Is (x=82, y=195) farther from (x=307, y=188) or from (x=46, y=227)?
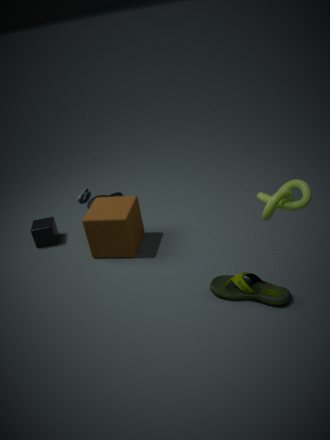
(x=307, y=188)
